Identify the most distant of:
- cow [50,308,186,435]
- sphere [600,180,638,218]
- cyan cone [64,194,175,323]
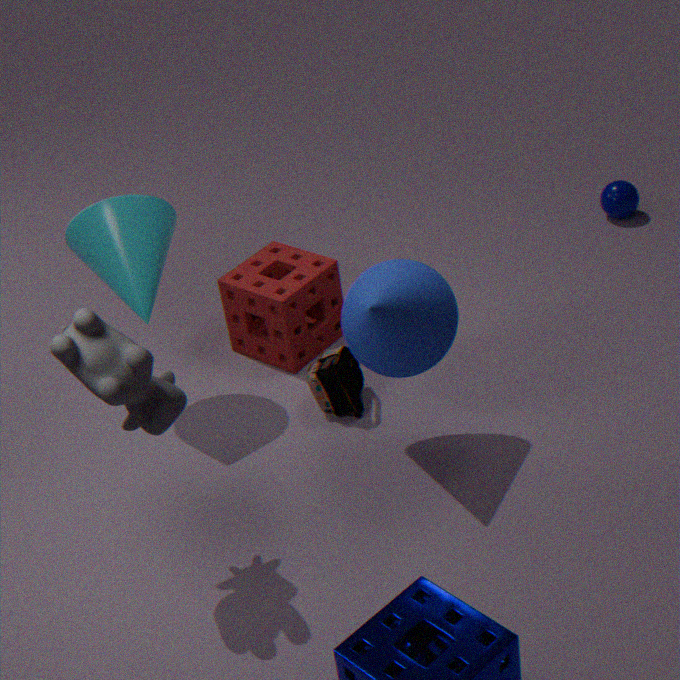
sphere [600,180,638,218]
